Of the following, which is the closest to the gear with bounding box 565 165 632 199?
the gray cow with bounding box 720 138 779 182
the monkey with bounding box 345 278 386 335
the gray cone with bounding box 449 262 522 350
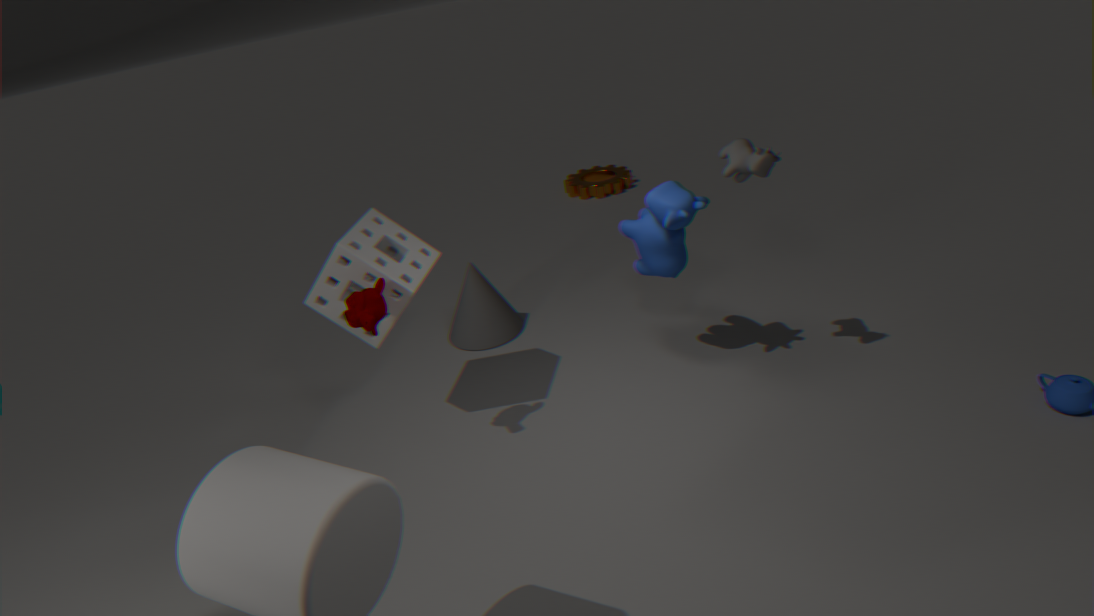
the gray cone with bounding box 449 262 522 350
